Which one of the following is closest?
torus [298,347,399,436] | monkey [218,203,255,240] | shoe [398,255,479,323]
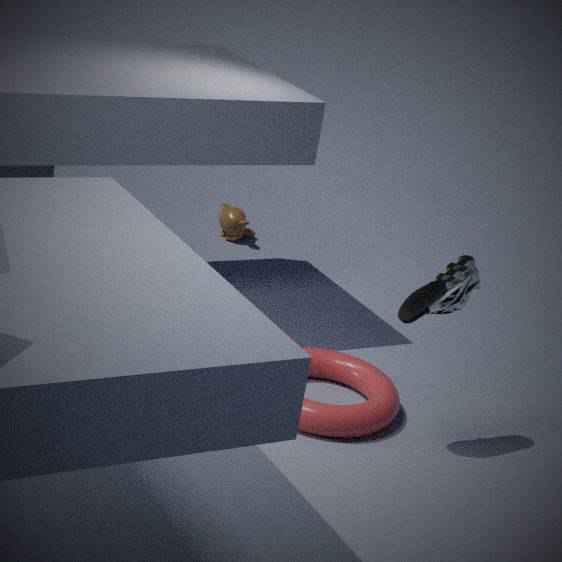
shoe [398,255,479,323]
